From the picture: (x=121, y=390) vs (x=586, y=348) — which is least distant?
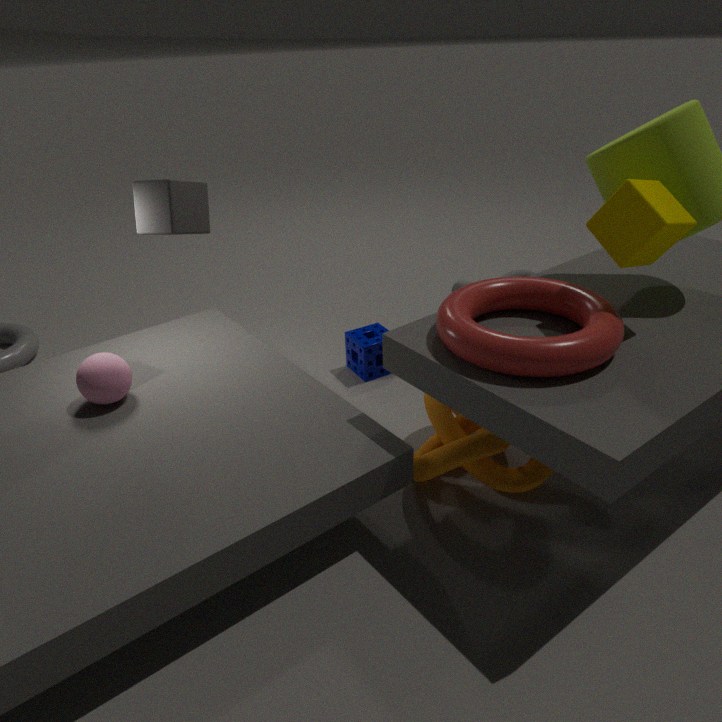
(x=586, y=348)
